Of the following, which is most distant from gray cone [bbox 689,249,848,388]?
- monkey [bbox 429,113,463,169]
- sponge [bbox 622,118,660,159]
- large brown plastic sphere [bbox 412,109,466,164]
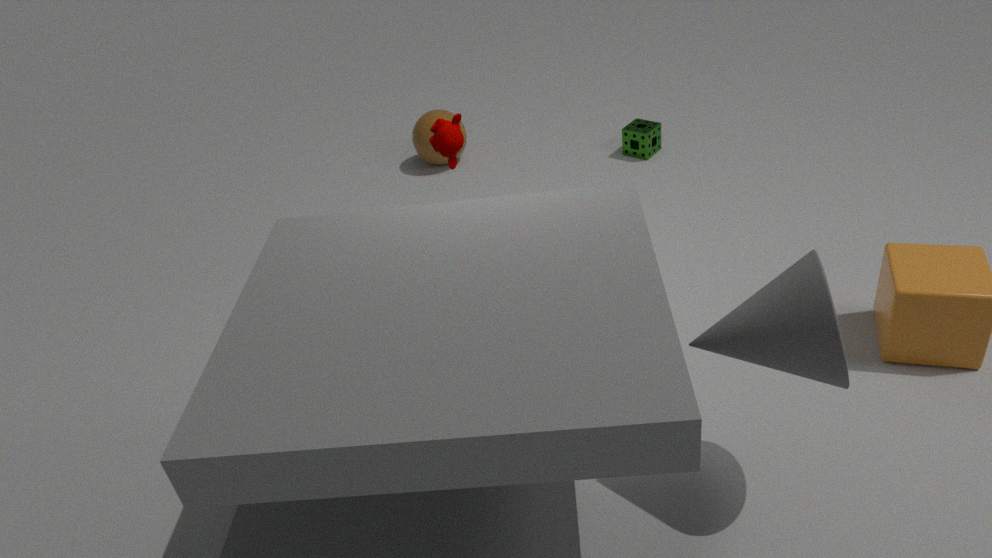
large brown plastic sphere [bbox 412,109,466,164]
